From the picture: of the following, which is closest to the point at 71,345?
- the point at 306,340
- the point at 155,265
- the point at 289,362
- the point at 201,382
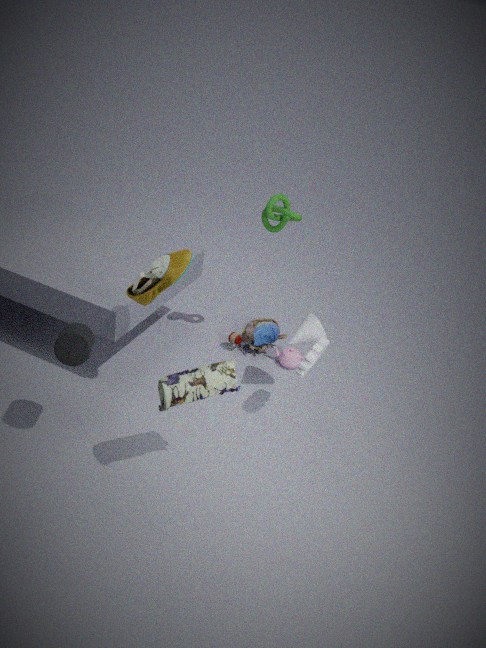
the point at 155,265
